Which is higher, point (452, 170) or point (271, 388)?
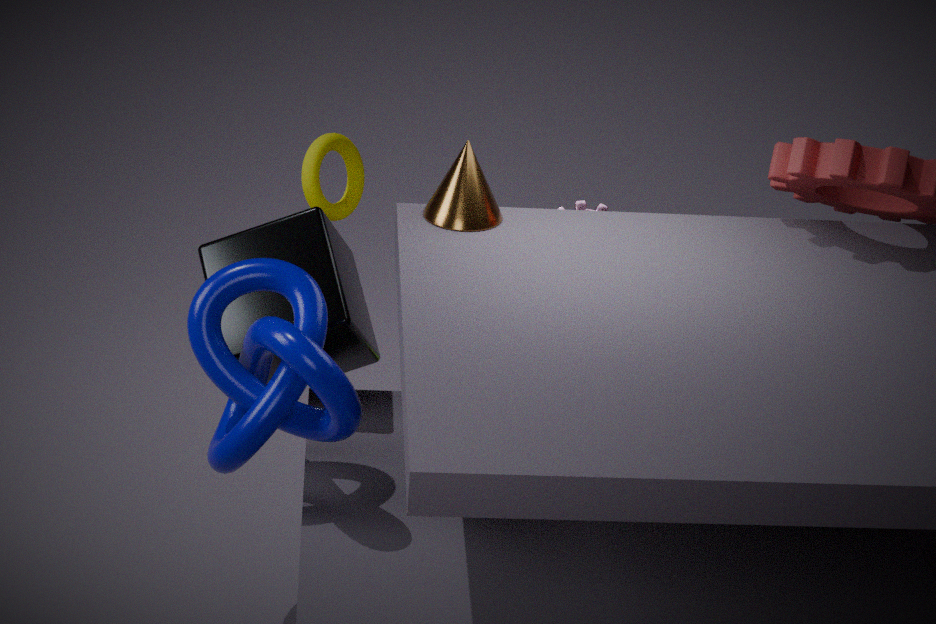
point (452, 170)
